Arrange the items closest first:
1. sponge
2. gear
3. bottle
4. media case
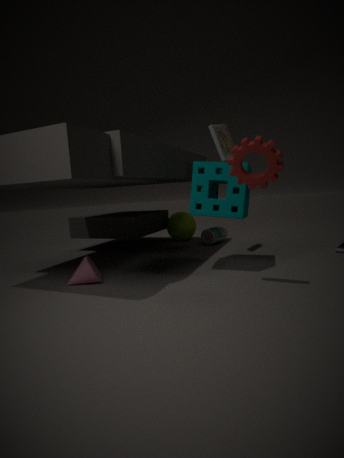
gear → sponge → media case → bottle
